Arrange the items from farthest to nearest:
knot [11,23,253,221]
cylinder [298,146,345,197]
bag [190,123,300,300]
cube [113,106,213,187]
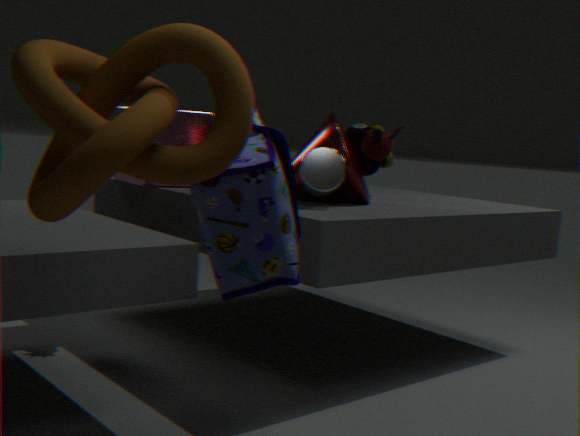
1. cube [113,106,213,187]
2. cylinder [298,146,345,197]
3. bag [190,123,300,300]
4. knot [11,23,253,221]
